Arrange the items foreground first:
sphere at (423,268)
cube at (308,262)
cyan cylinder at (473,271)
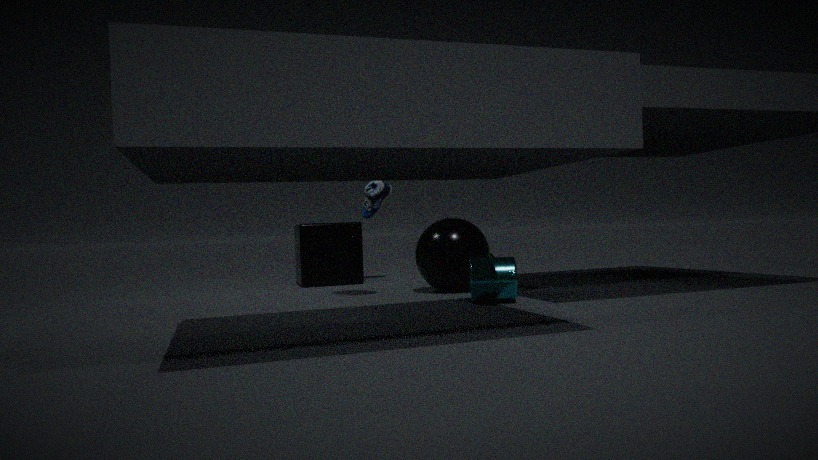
cyan cylinder at (473,271) → sphere at (423,268) → cube at (308,262)
